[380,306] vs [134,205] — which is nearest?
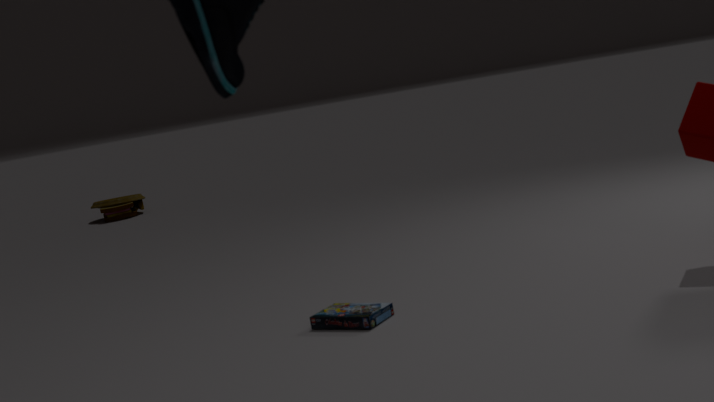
[380,306]
